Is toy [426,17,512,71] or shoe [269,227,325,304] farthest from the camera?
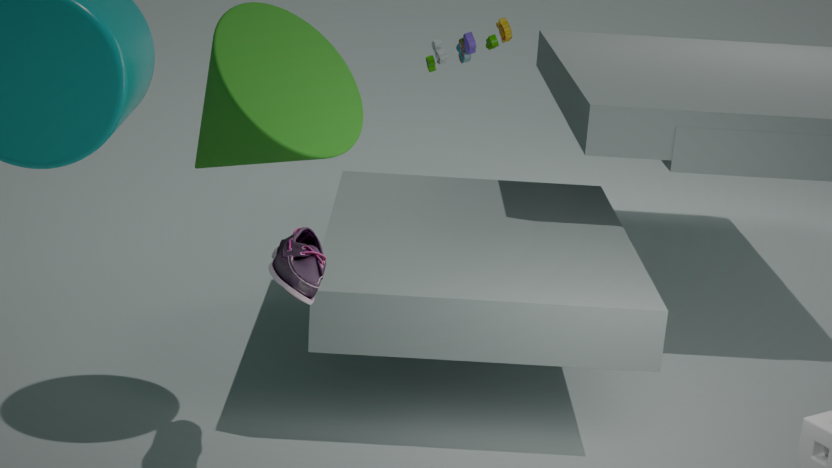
toy [426,17,512,71]
